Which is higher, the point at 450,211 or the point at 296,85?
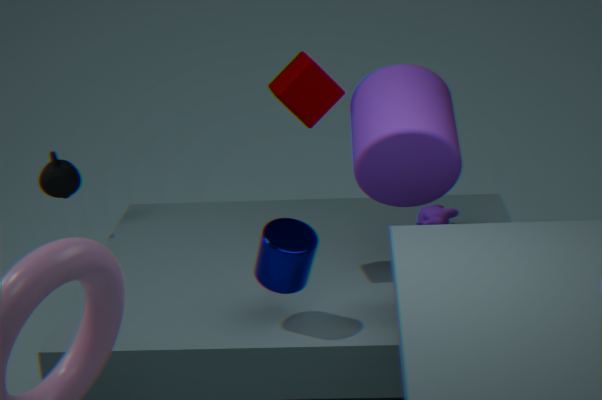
the point at 296,85
